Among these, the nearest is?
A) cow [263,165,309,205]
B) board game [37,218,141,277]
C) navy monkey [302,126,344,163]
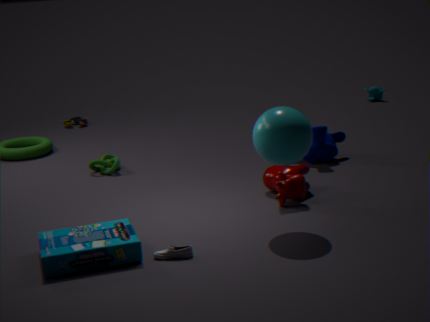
board game [37,218,141,277]
